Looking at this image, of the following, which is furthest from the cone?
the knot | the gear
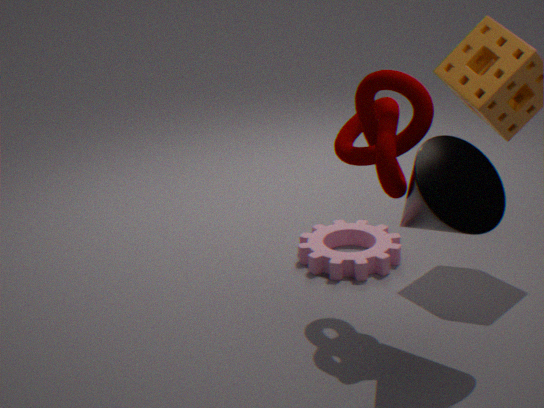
the gear
